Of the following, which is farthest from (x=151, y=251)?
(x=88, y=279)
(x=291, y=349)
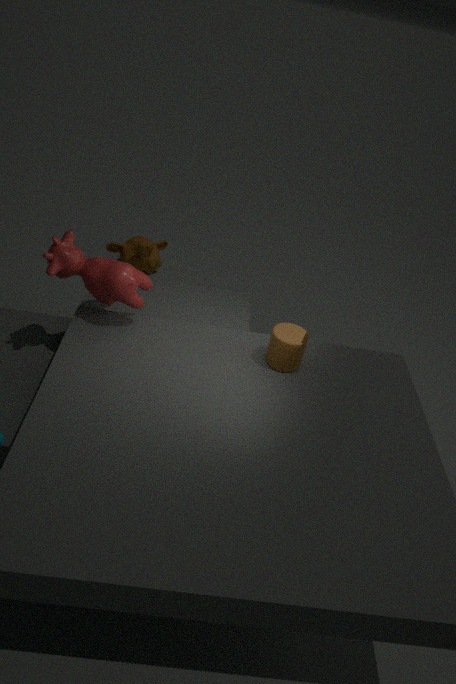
(x=291, y=349)
